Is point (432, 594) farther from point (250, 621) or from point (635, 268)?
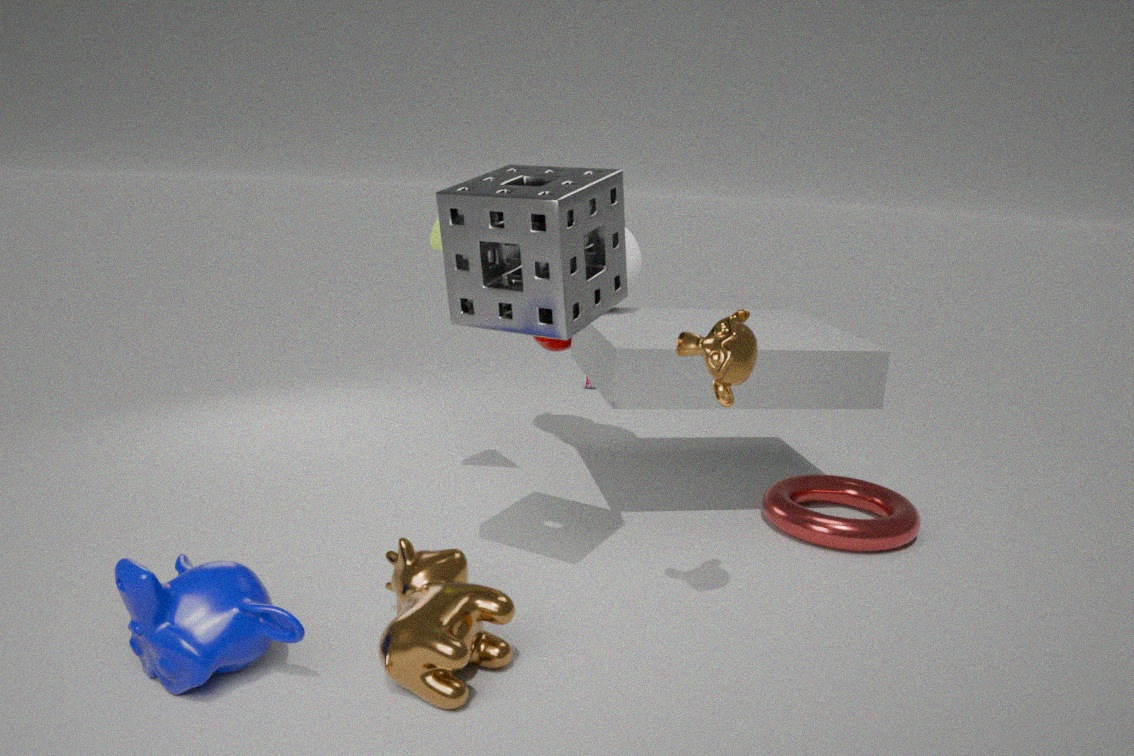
point (635, 268)
